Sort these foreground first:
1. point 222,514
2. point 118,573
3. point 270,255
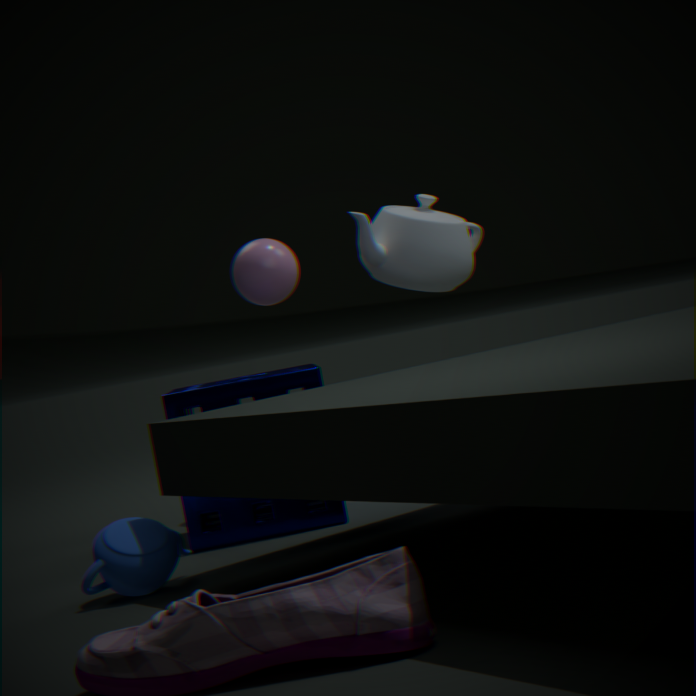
1. point 118,573
2. point 222,514
3. point 270,255
